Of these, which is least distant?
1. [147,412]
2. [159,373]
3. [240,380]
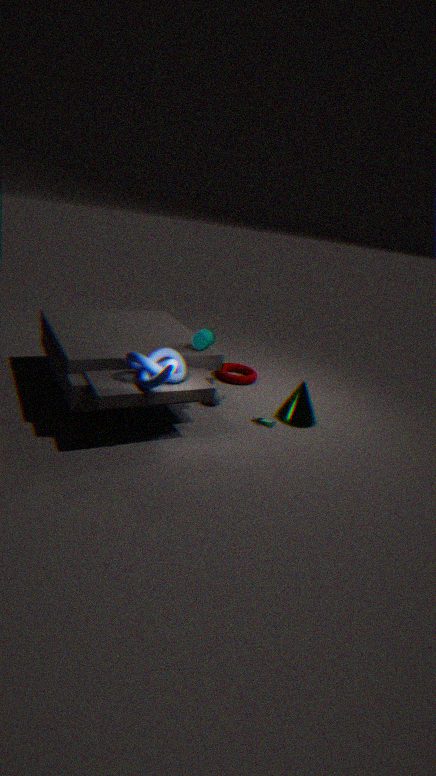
[159,373]
